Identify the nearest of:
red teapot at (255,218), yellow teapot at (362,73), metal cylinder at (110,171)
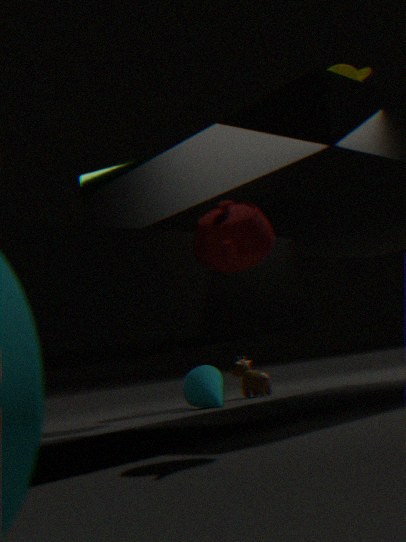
red teapot at (255,218)
